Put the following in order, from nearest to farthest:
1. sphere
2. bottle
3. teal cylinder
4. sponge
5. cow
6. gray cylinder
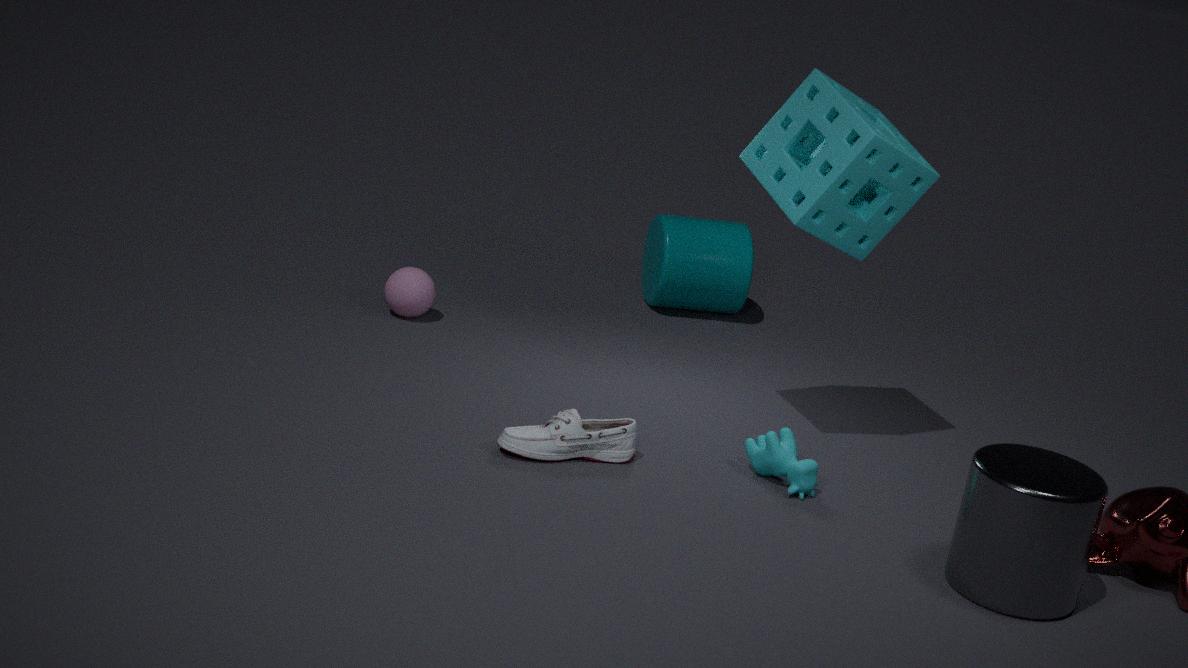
gray cylinder
bottle
cow
sponge
sphere
teal cylinder
